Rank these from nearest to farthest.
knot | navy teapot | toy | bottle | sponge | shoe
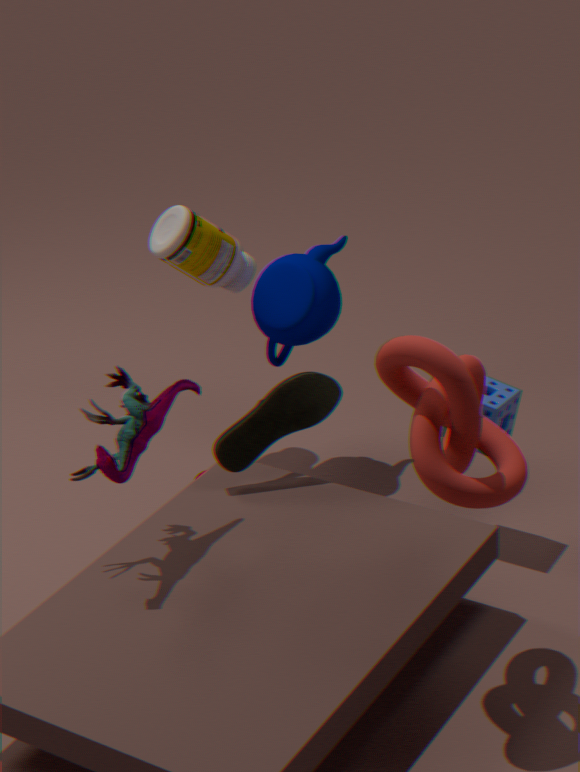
knot < toy < sponge < shoe < navy teapot < bottle
